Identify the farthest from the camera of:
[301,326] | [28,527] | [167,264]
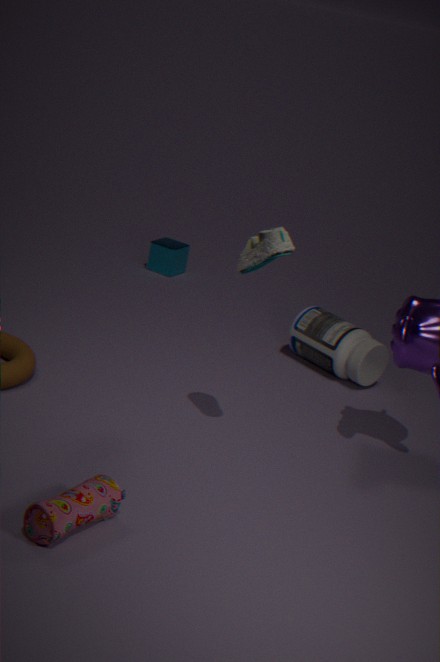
[167,264]
